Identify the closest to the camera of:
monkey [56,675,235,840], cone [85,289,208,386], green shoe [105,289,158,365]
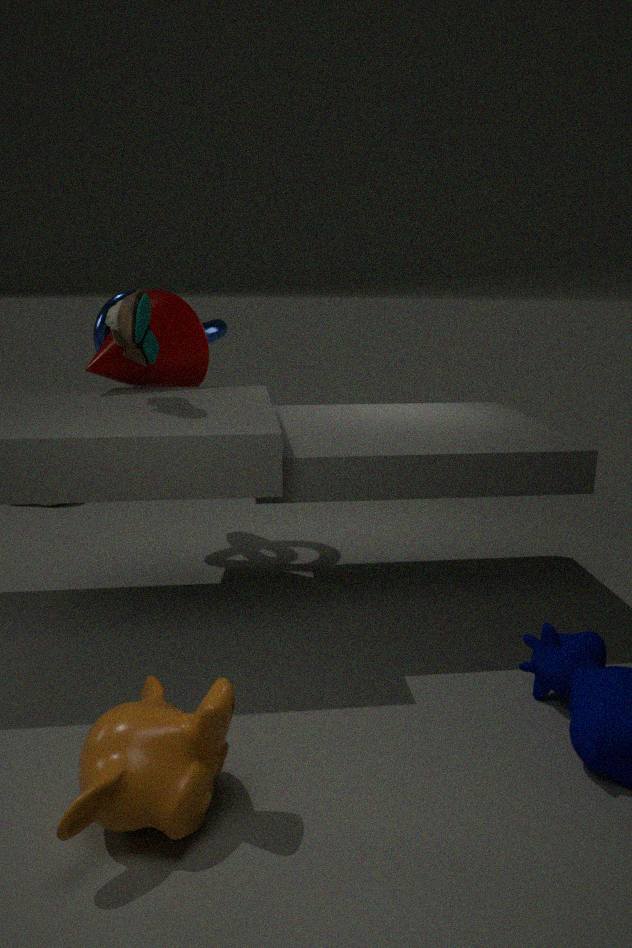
monkey [56,675,235,840]
